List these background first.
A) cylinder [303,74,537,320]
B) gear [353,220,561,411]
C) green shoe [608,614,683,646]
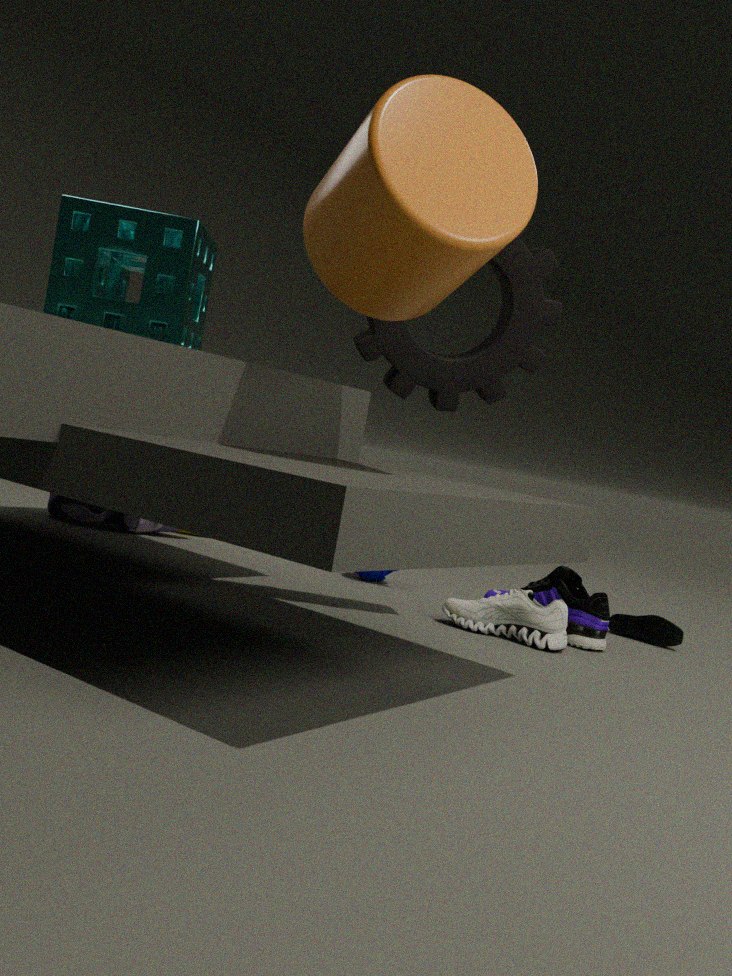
green shoe [608,614,683,646] < gear [353,220,561,411] < cylinder [303,74,537,320]
